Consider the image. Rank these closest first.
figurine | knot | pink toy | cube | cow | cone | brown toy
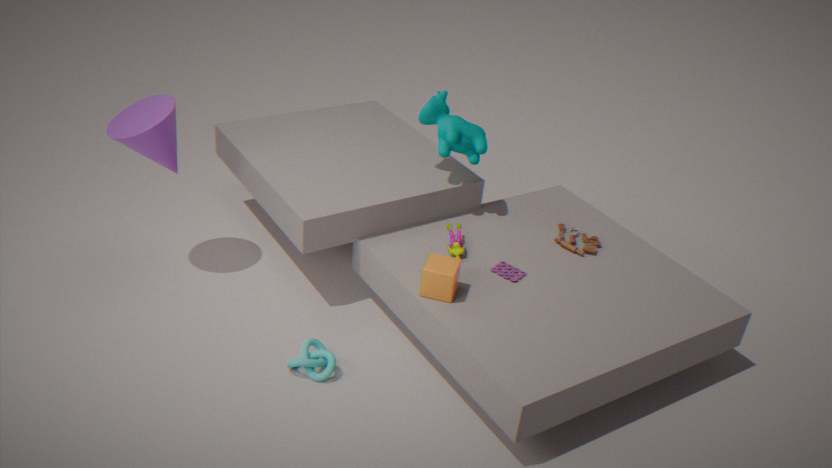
1. cube
2. knot
3. cone
4. pink toy
5. figurine
6. brown toy
7. cow
